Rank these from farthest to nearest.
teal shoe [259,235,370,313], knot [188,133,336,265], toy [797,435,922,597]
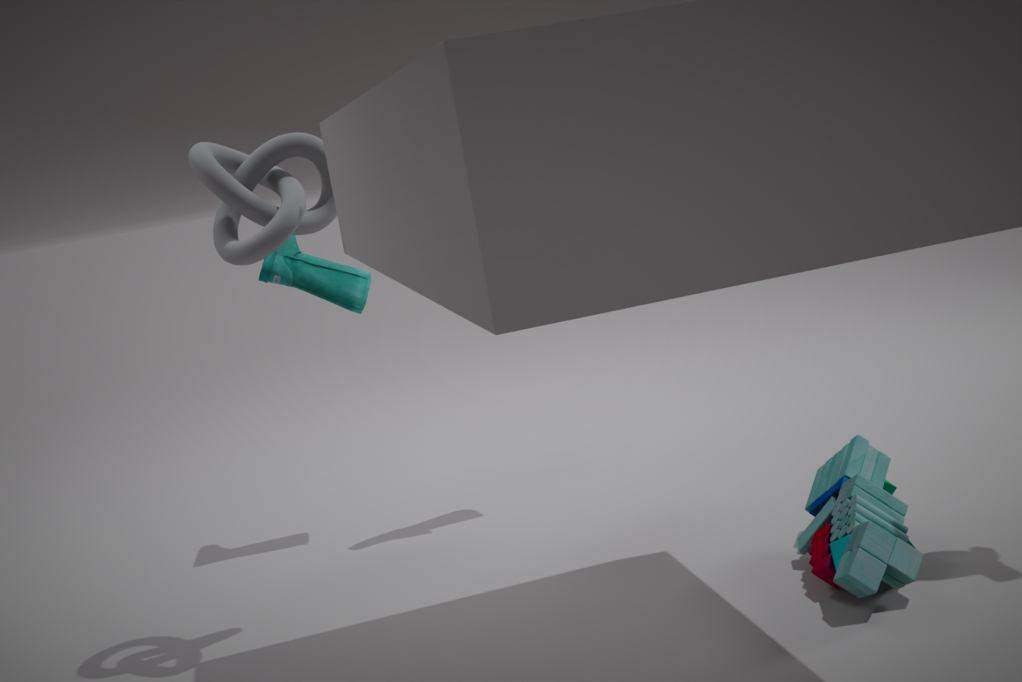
teal shoe [259,235,370,313] → knot [188,133,336,265] → toy [797,435,922,597]
